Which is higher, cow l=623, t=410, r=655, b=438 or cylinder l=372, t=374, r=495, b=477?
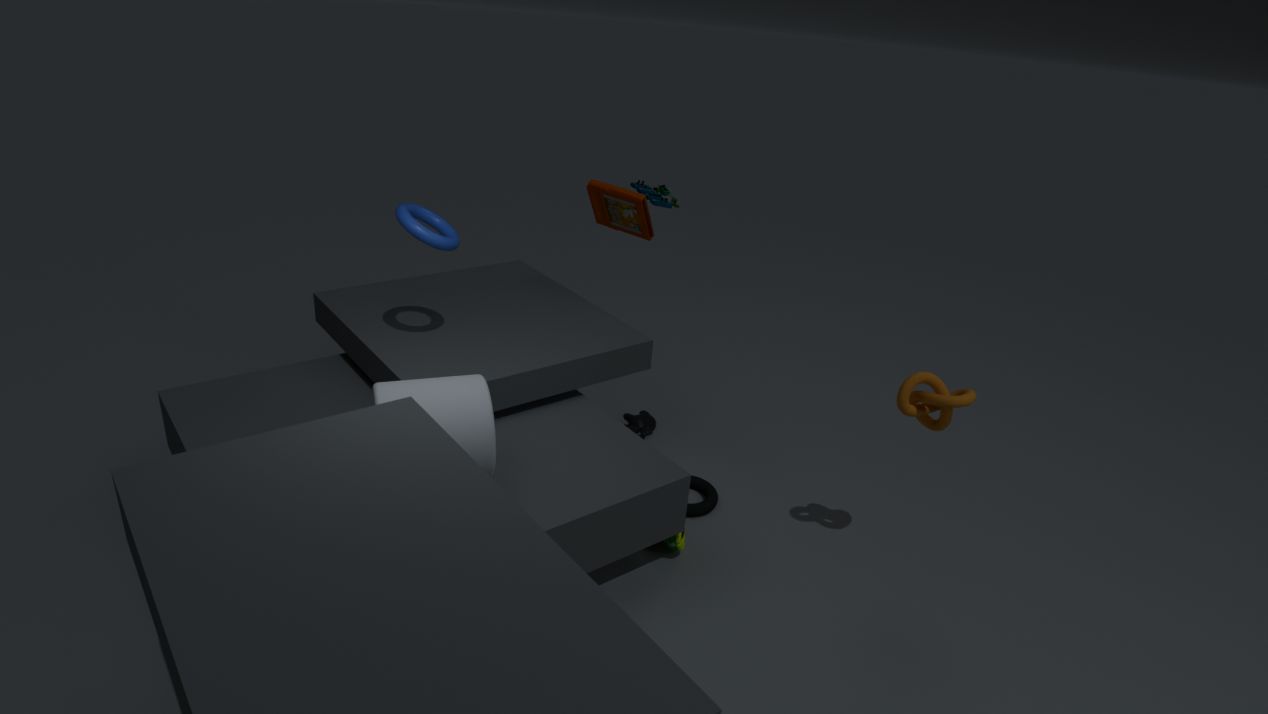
cylinder l=372, t=374, r=495, b=477
